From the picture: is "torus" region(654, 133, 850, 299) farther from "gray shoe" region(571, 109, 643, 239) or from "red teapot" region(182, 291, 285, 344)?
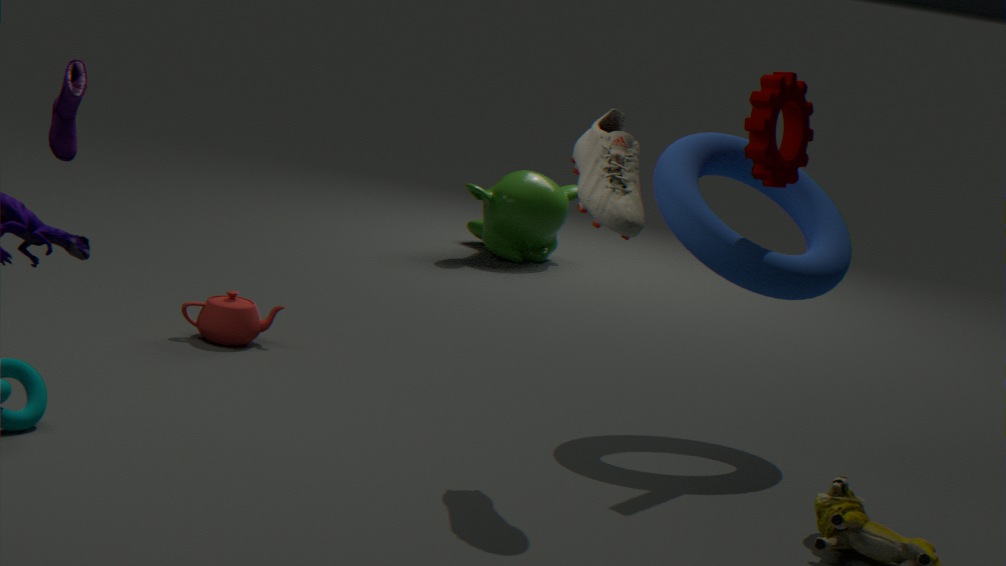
A: "red teapot" region(182, 291, 285, 344)
